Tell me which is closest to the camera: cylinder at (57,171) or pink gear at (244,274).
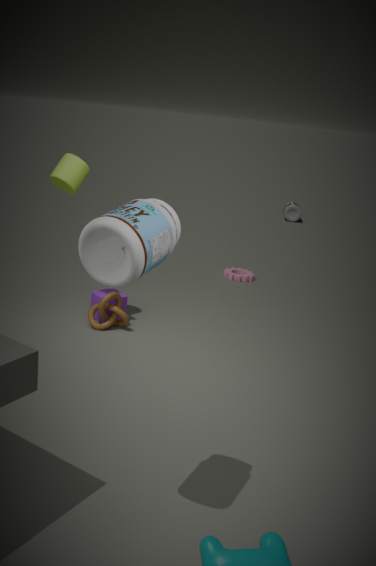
cylinder at (57,171)
